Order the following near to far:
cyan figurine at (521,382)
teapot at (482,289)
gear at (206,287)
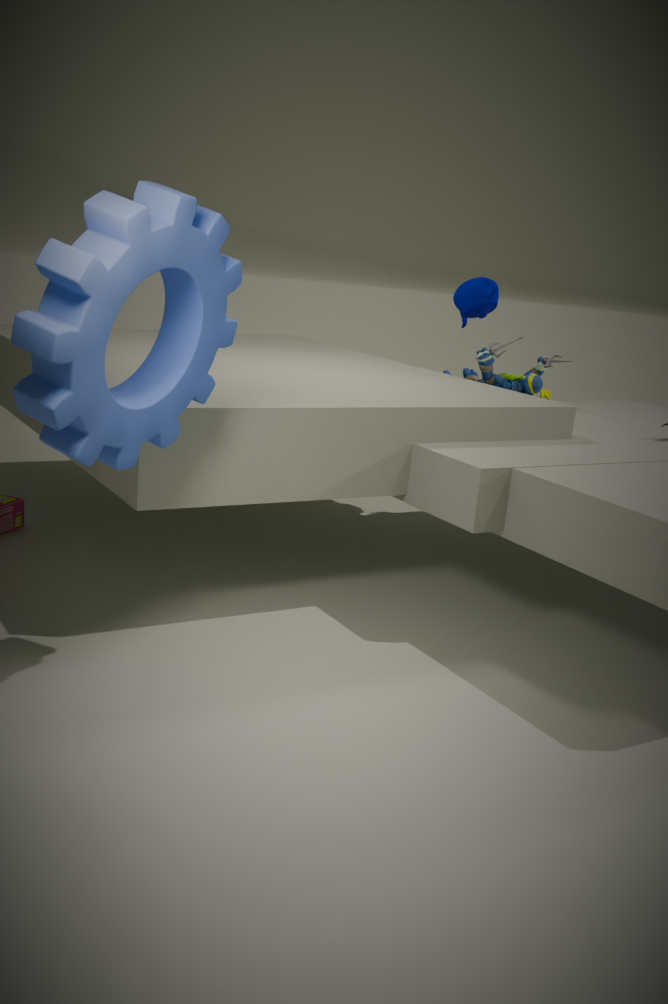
gear at (206,287)
cyan figurine at (521,382)
teapot at (482,289)
